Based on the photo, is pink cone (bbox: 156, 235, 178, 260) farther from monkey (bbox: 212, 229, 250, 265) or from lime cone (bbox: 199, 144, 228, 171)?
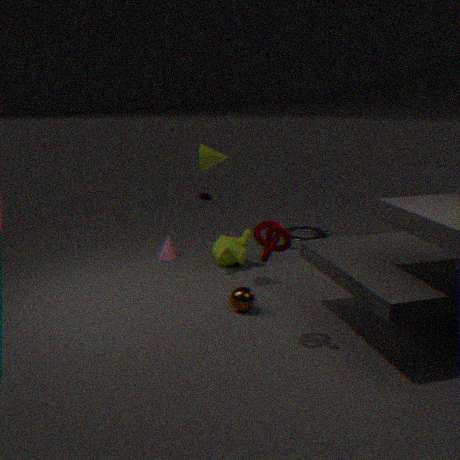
lime cone (bbox: 199, 144, 228, 171)
